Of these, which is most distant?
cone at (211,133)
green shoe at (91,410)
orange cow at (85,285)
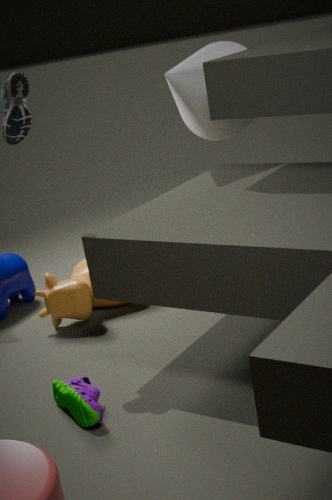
orange cow at (85,285)
